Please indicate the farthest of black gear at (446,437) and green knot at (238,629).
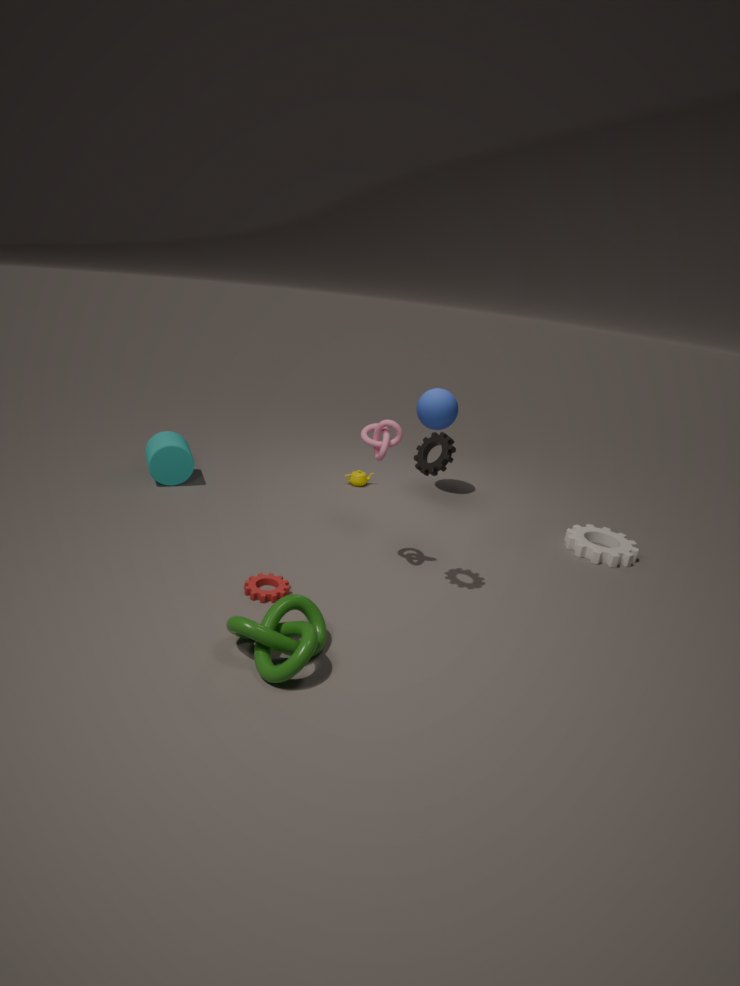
black gear at (446,437)
